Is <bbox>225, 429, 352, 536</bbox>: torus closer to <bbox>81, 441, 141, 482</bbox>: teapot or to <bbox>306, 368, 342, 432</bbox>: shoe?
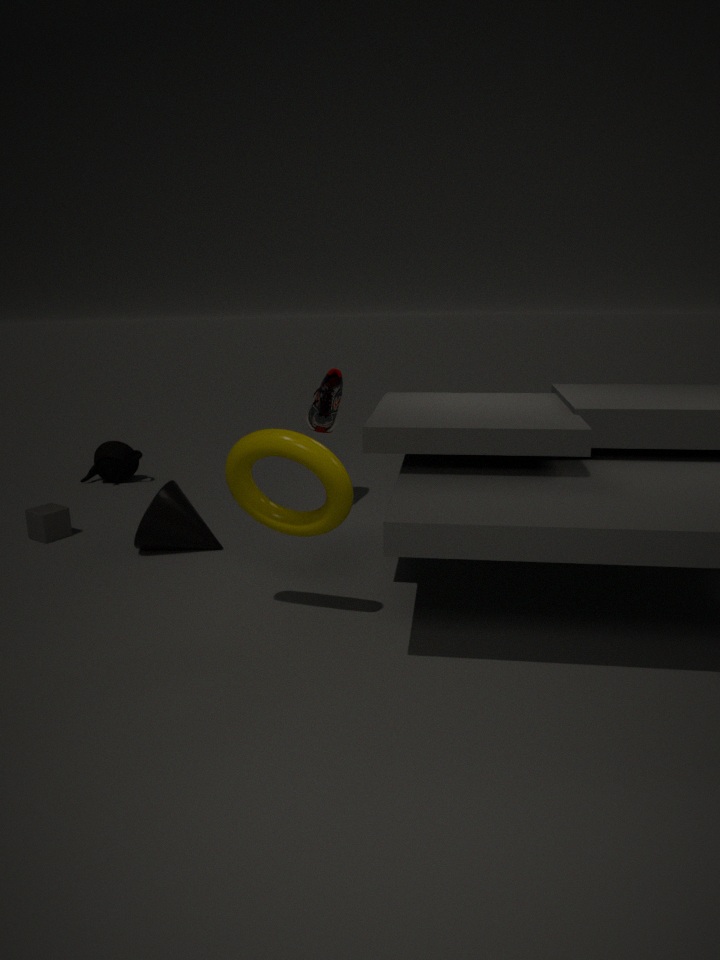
<bbox>306, 368, 342, 432</bbox>: shoe
